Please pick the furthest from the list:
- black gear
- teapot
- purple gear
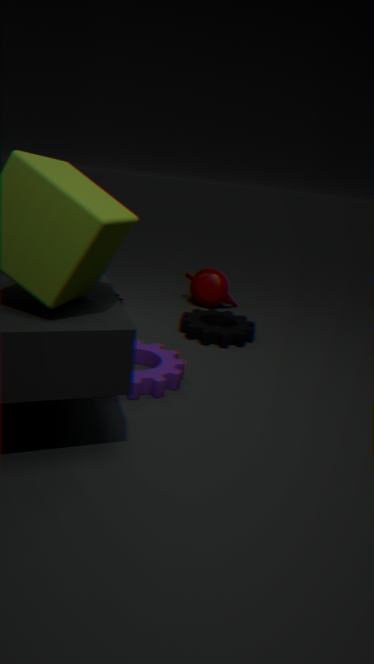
teapot
